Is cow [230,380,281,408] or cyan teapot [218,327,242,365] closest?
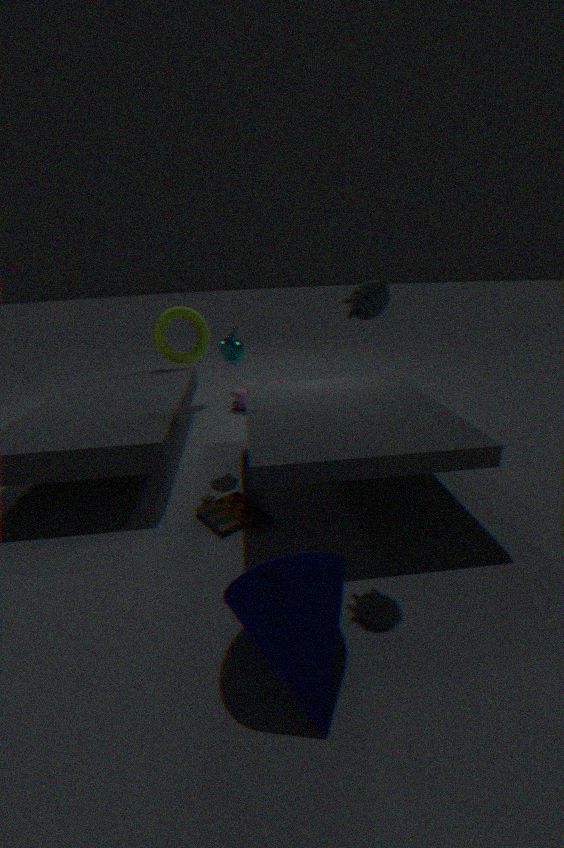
cyan teapot [218,327,242,365]
